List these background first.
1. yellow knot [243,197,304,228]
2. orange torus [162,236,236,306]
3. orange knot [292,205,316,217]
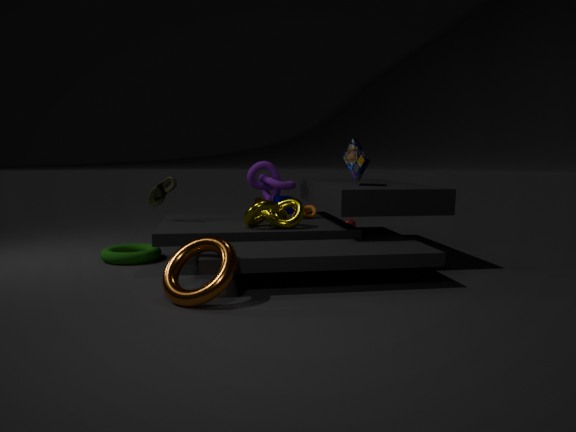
1. orange knot [292,205,316,217]
2. yellow knot [243,197,304,228]
3. orange torus [162,236,236,306]
